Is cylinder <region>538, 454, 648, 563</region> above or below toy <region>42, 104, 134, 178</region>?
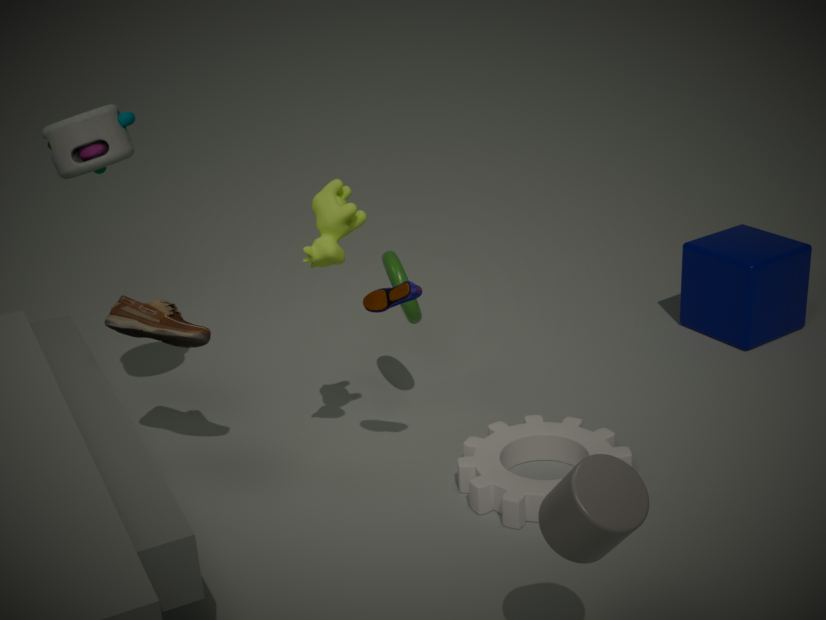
below
